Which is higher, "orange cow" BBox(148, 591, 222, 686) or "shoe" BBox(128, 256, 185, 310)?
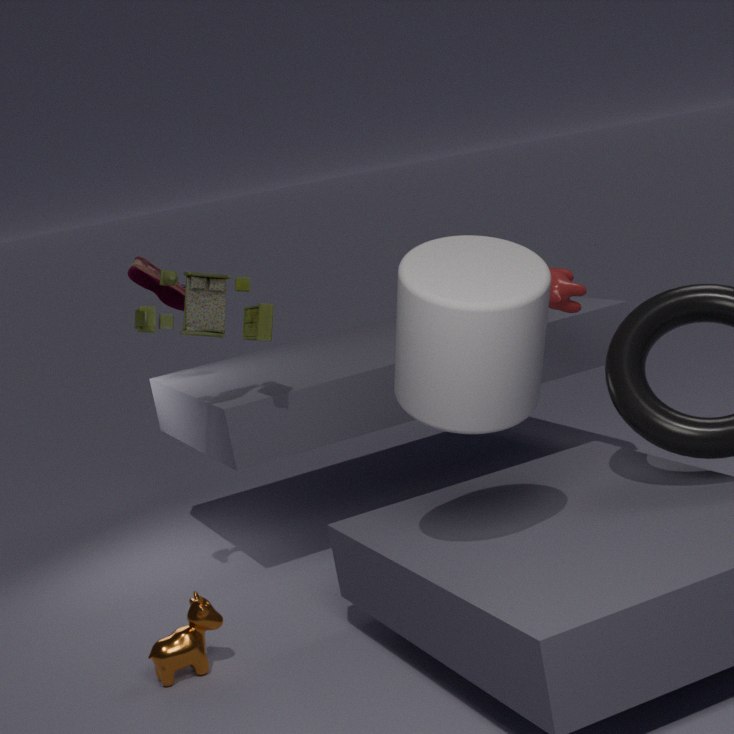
"shoe" BBox(128, 256, 185, 310)
